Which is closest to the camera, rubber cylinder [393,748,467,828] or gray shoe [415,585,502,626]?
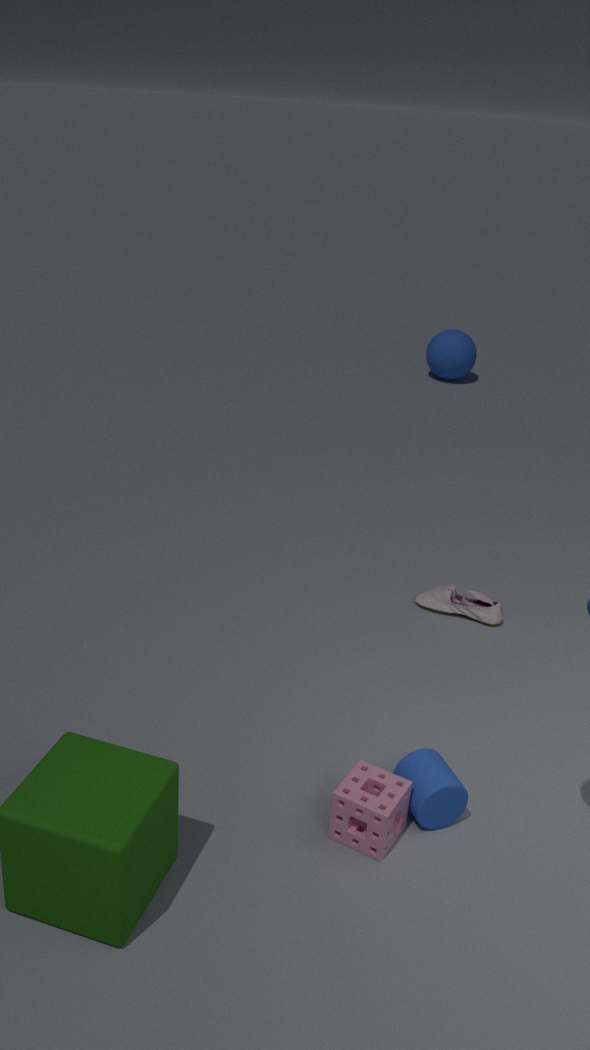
rubber cylinder [393,748,467,828]
